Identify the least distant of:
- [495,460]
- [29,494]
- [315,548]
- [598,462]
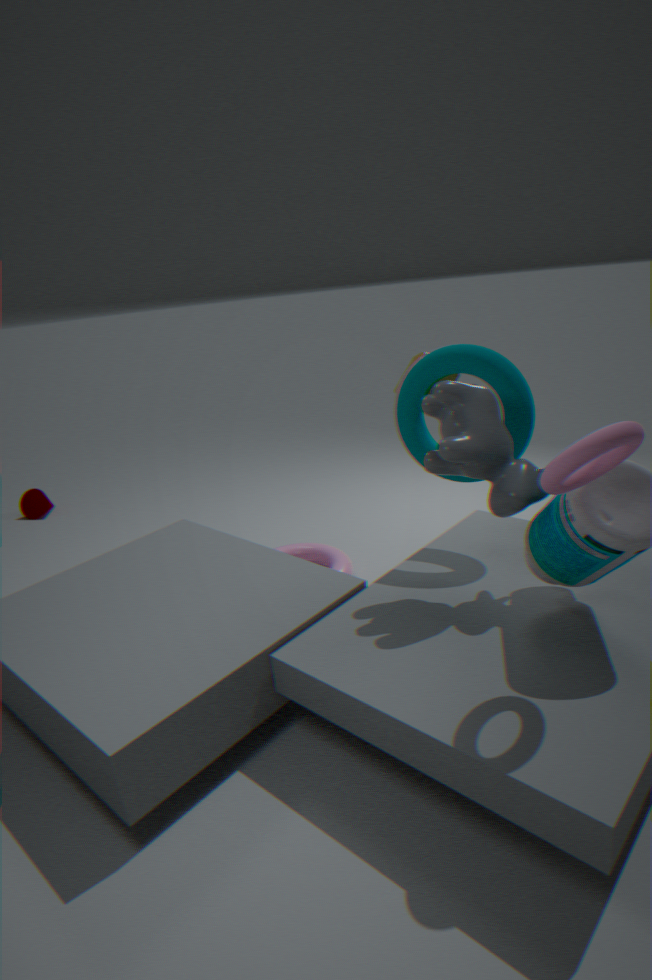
[598,462]
